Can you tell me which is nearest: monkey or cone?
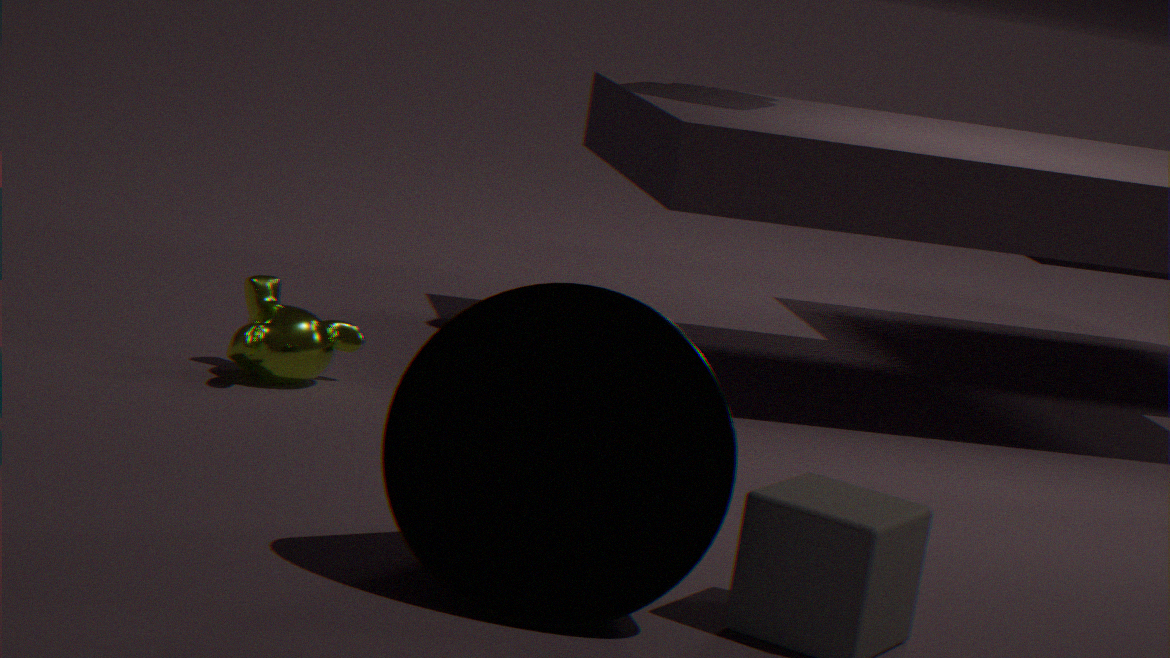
cone
